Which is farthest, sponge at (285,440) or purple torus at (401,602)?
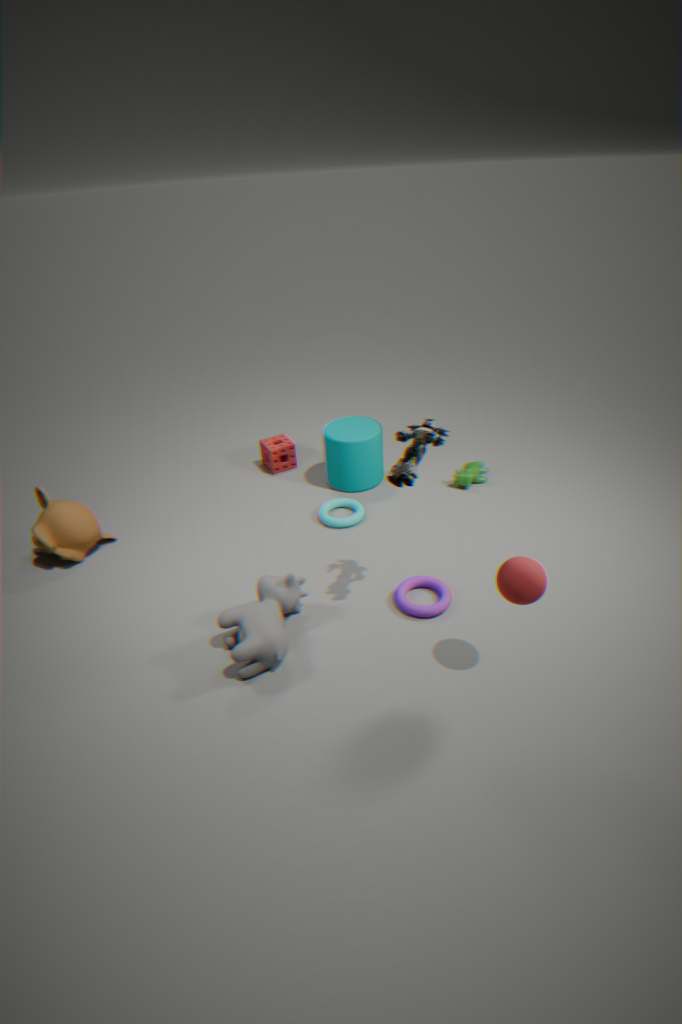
sponge at (285,440)
